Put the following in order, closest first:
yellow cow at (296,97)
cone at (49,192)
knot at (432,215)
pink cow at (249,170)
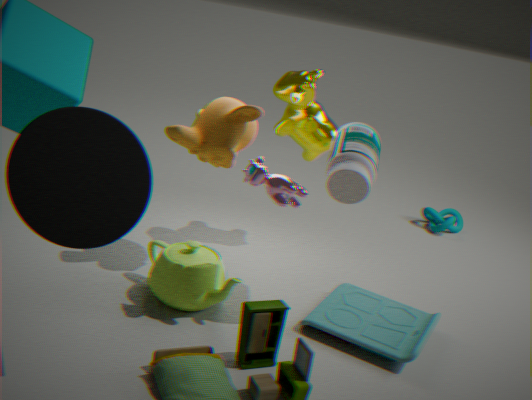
cone at (49,192) < pink cow at (249,170) < yellow cow at (296,97) < knot at (432,215)
